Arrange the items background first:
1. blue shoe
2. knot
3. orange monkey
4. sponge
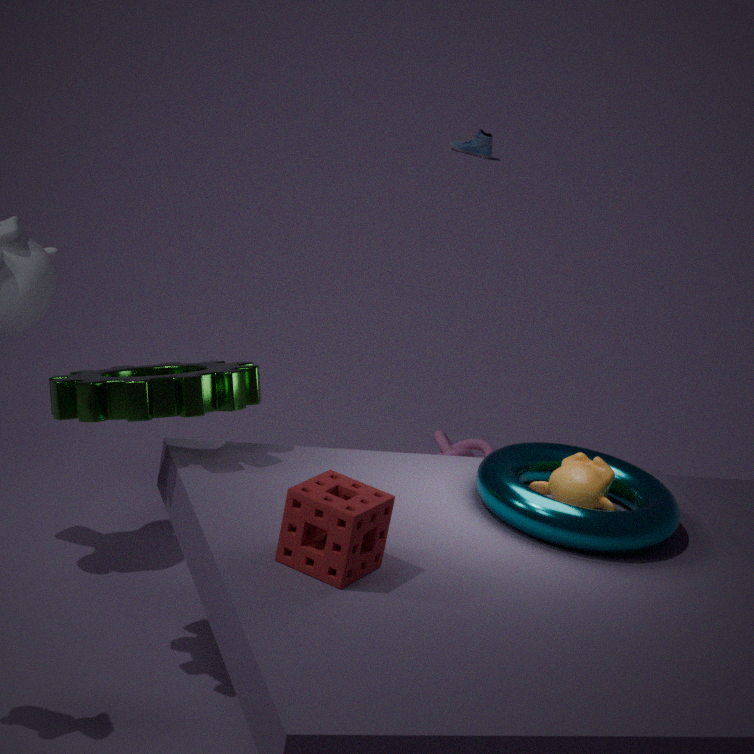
blue shoe → knot → orange monkey → sponge
